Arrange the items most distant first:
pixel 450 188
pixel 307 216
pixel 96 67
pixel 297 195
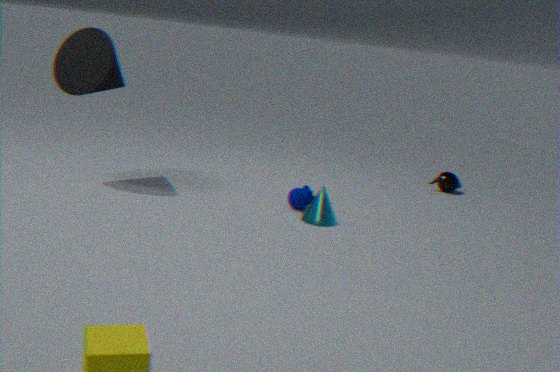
pixel 450 188, pixel 297 195, pixel 96 67, pixel 307 216
